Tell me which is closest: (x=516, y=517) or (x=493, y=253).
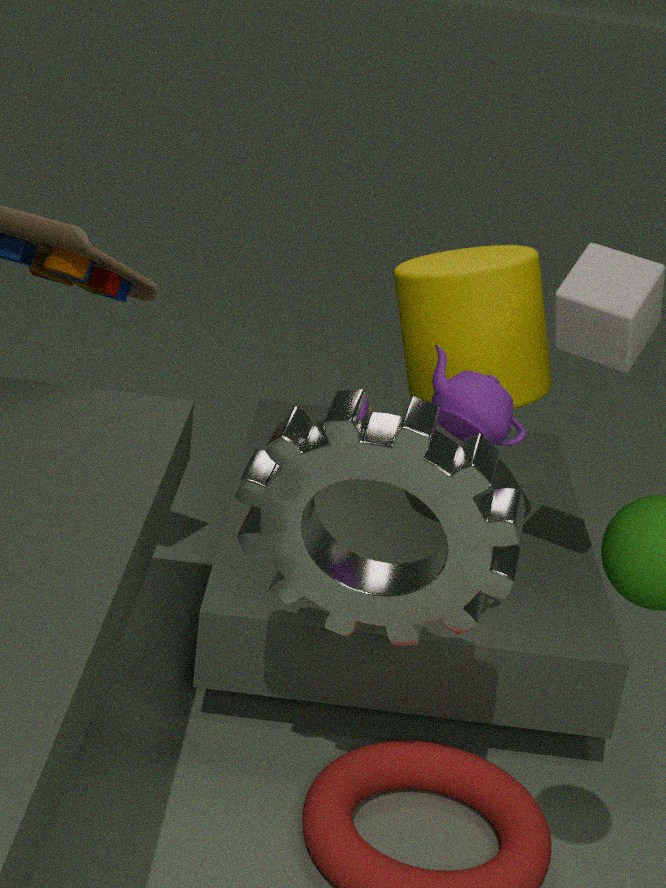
(x=516, y=517)
